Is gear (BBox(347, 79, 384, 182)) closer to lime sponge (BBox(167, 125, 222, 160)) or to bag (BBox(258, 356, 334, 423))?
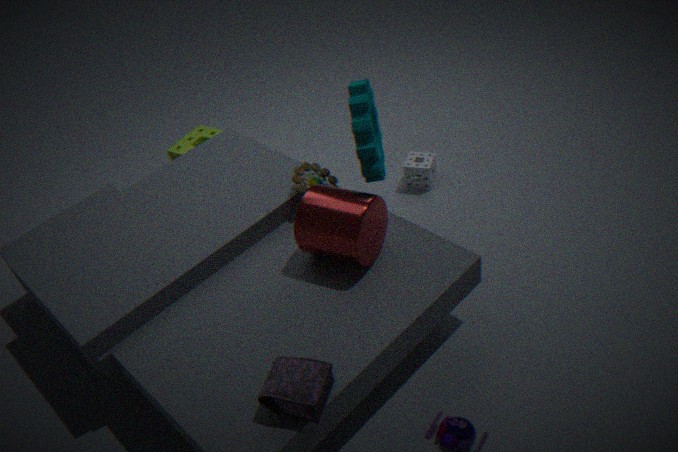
bag (BBox(258, 356, 334, 423))
